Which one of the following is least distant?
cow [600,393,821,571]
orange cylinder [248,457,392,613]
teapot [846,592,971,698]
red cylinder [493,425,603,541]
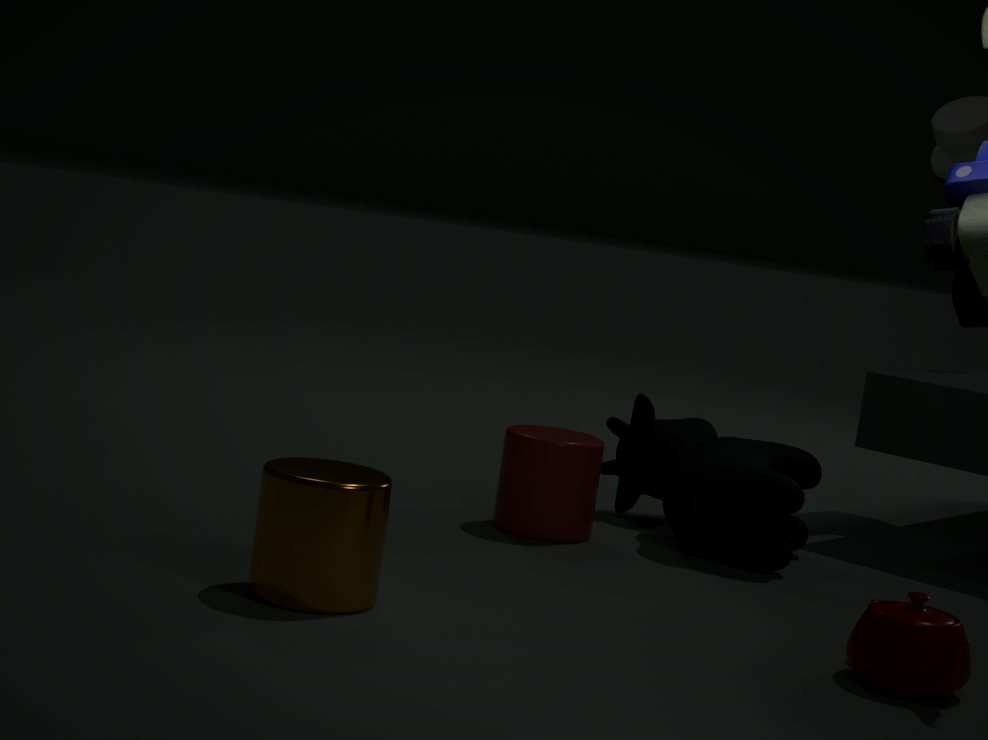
teapot [846,592,971,698]
